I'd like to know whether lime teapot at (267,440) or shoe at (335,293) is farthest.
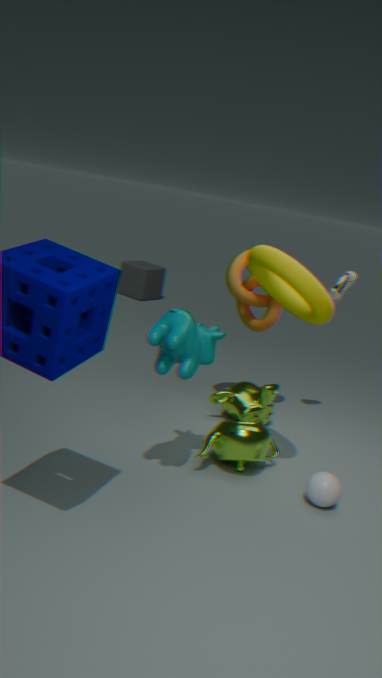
shoe at (335,293)
